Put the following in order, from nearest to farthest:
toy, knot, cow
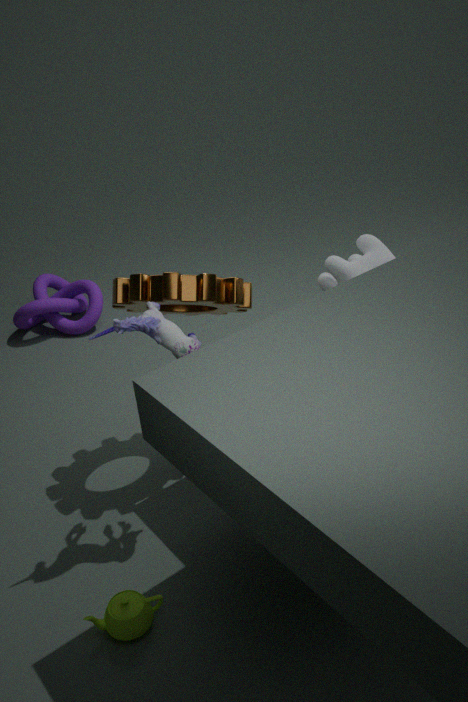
toy → cow → knot
